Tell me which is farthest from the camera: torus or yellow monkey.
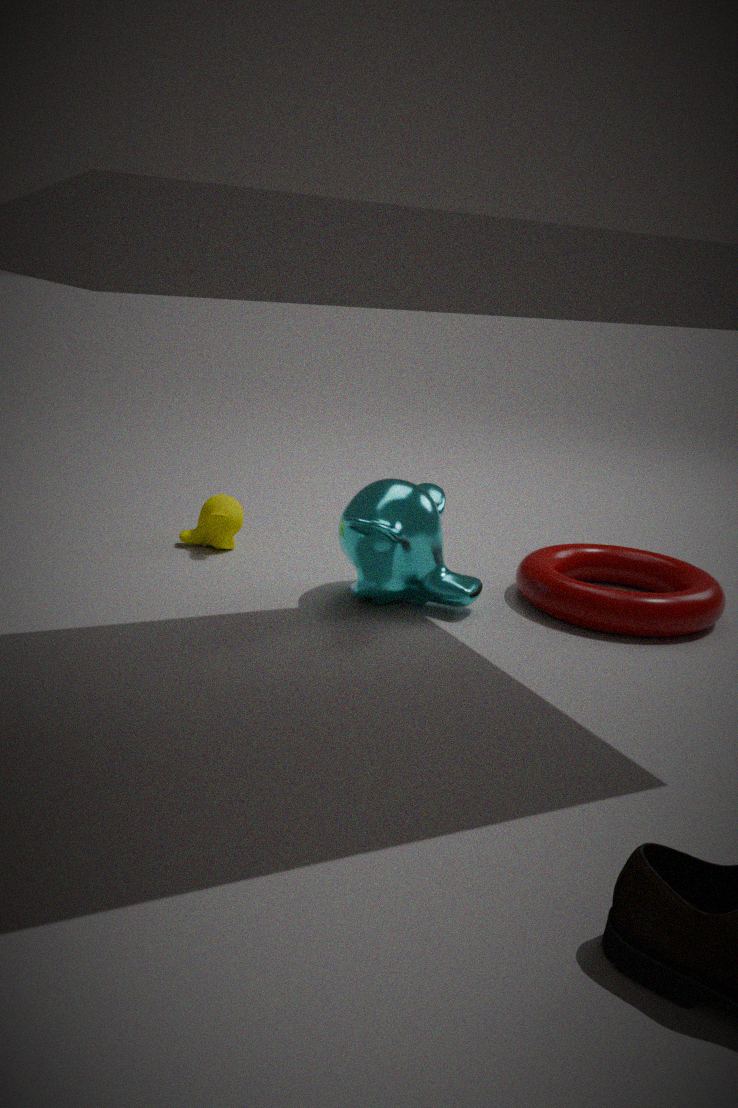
yellow monkey
